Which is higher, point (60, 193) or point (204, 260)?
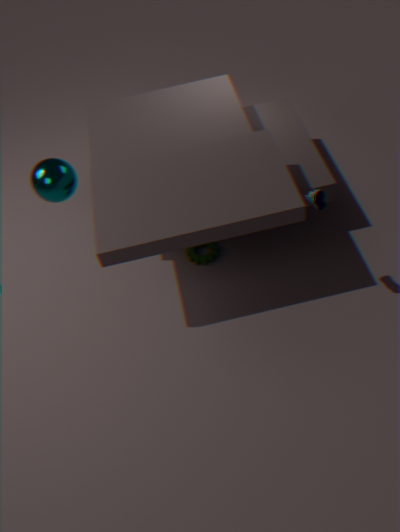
point (60, 193)
